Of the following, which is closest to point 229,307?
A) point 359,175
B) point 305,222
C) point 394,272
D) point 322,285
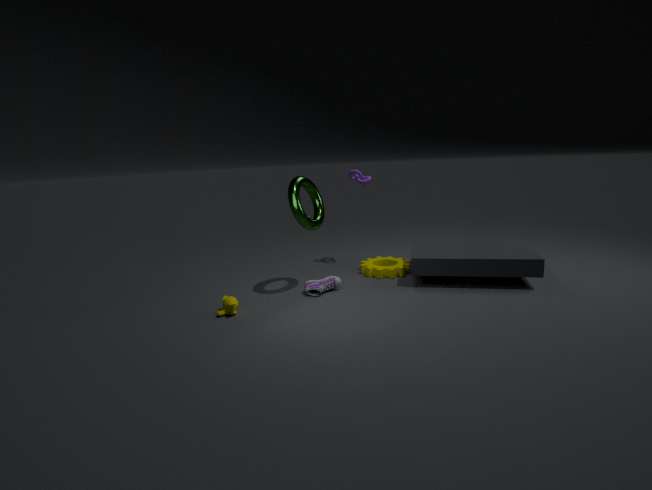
point 322,285
